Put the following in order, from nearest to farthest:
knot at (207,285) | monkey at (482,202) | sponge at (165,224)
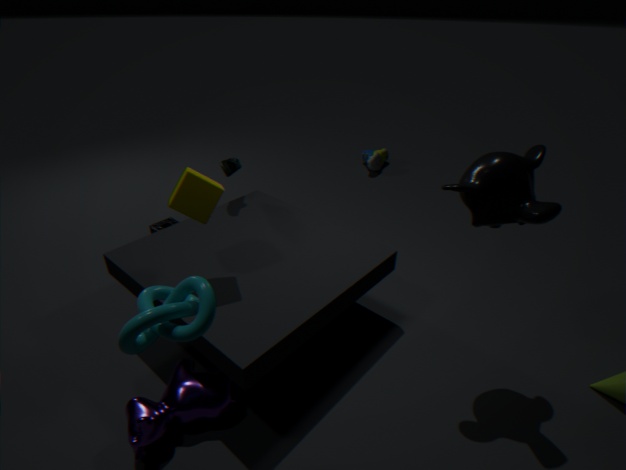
knot at (207,285) → monkey at (482,202) → sponge at (165,224)
